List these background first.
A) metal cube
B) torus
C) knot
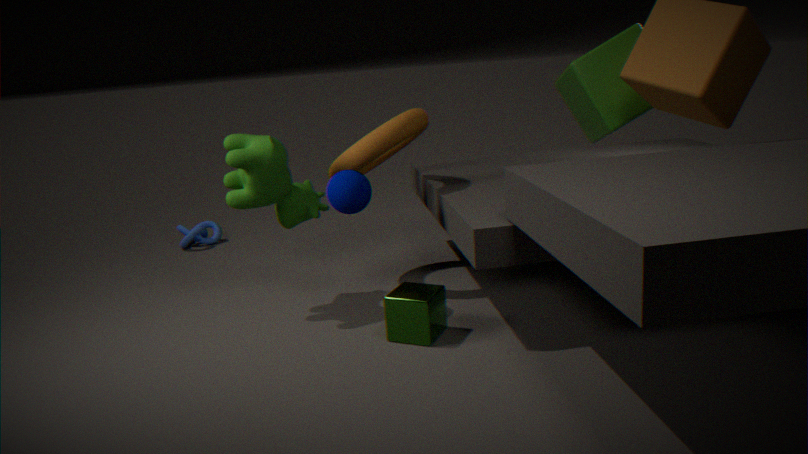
knot
torus
metal cube
